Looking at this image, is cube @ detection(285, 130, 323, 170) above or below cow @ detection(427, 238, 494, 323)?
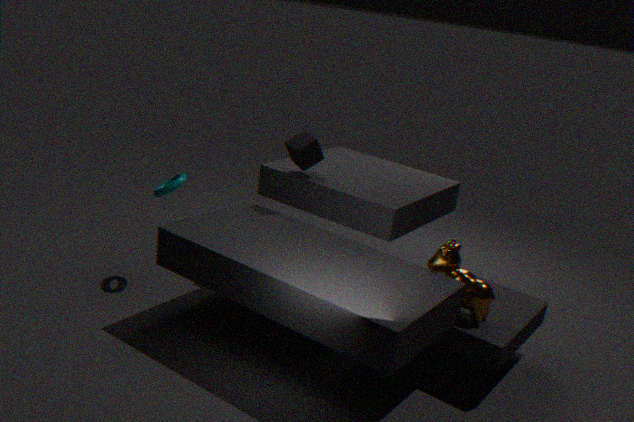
above
